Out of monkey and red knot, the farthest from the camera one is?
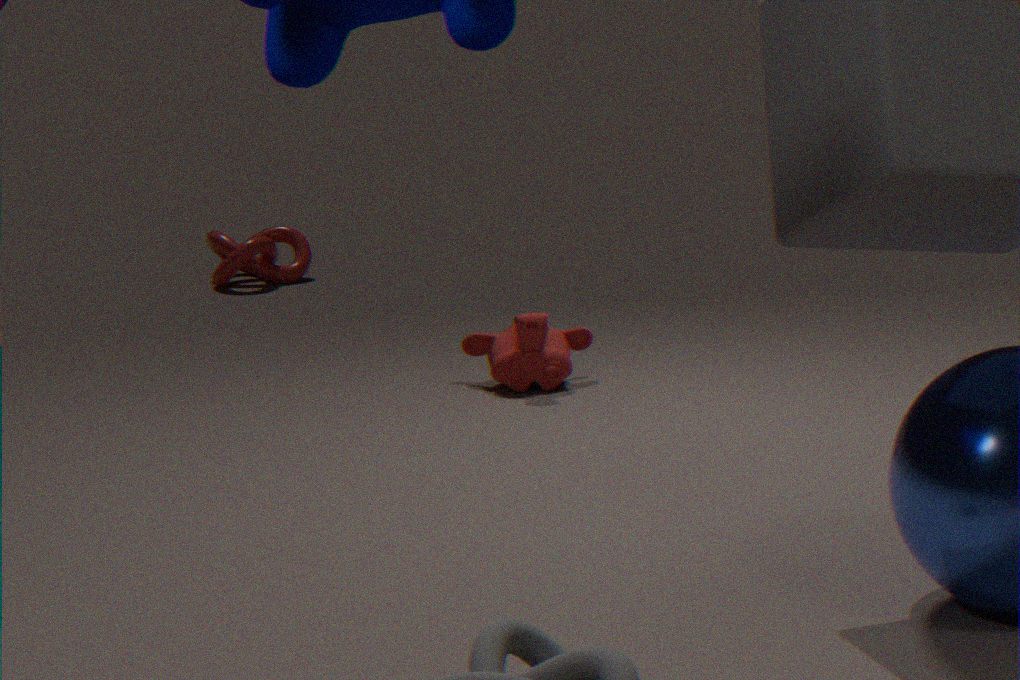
red knot
